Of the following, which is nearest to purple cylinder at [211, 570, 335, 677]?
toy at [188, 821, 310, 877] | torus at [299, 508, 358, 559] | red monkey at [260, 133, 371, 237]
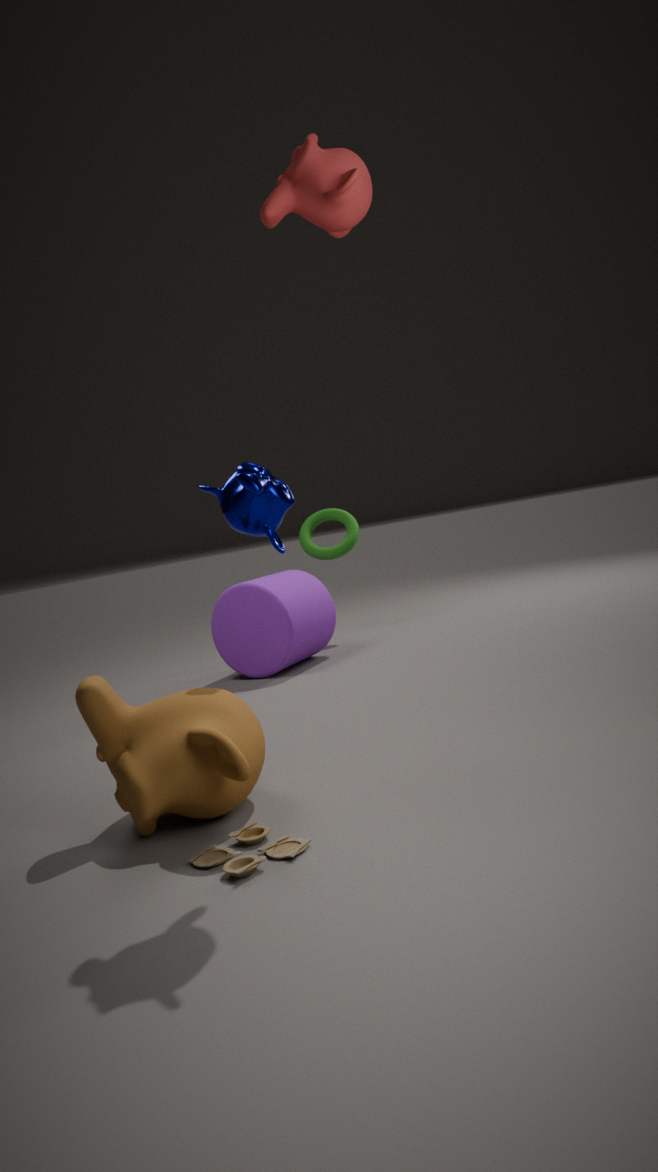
torus at [299, 508, 358, 559]
